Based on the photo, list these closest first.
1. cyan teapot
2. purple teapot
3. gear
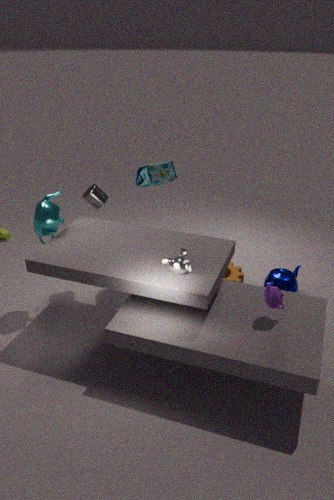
purple teapot < cyan teapot < gear
